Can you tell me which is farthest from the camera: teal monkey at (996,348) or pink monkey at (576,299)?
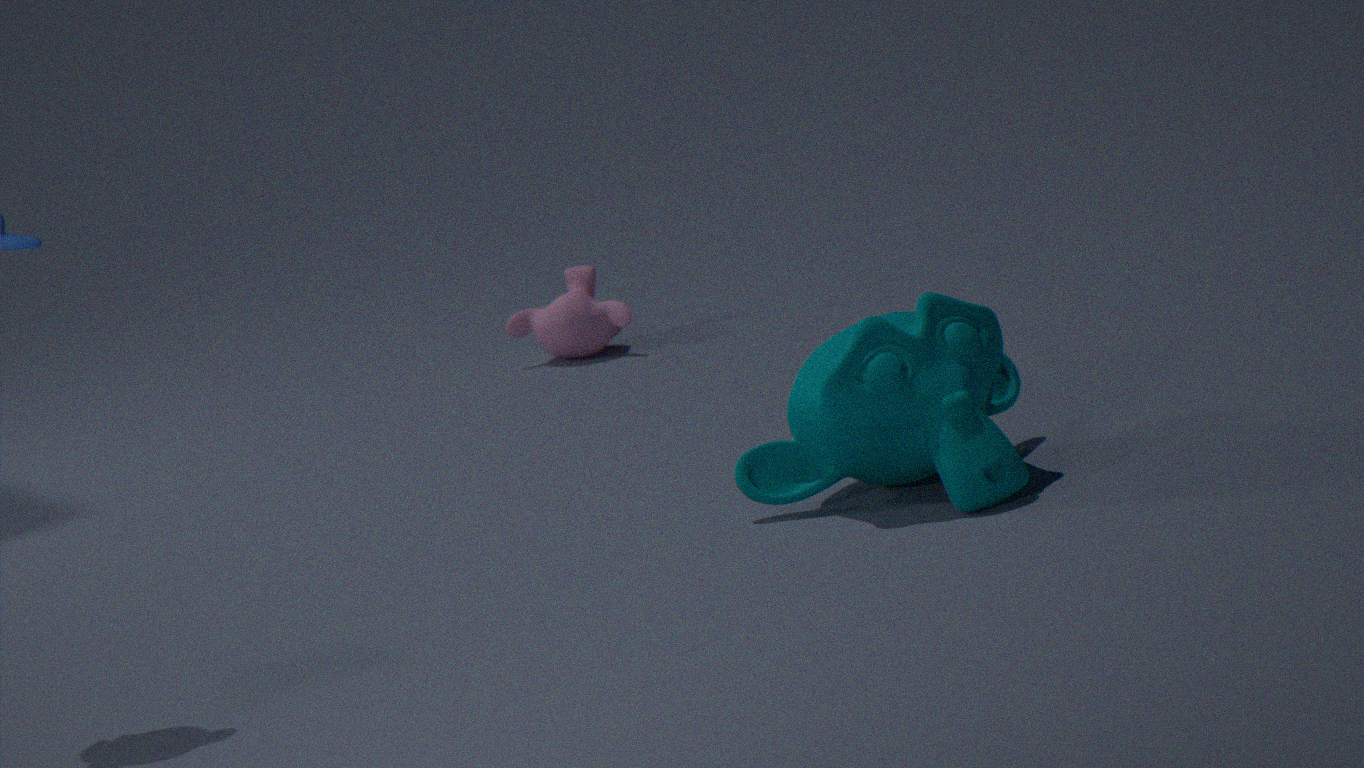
pink monkey at (576,299)
